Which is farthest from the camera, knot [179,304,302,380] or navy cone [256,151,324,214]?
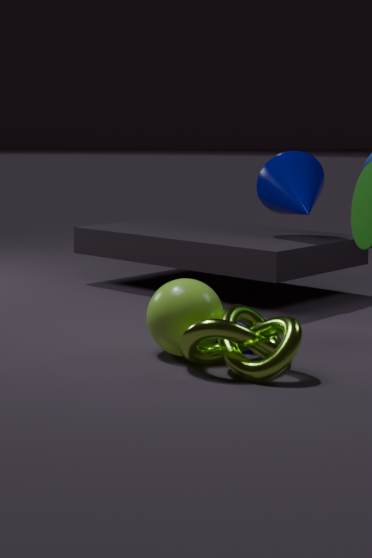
navy cone [256,151,324,214]
